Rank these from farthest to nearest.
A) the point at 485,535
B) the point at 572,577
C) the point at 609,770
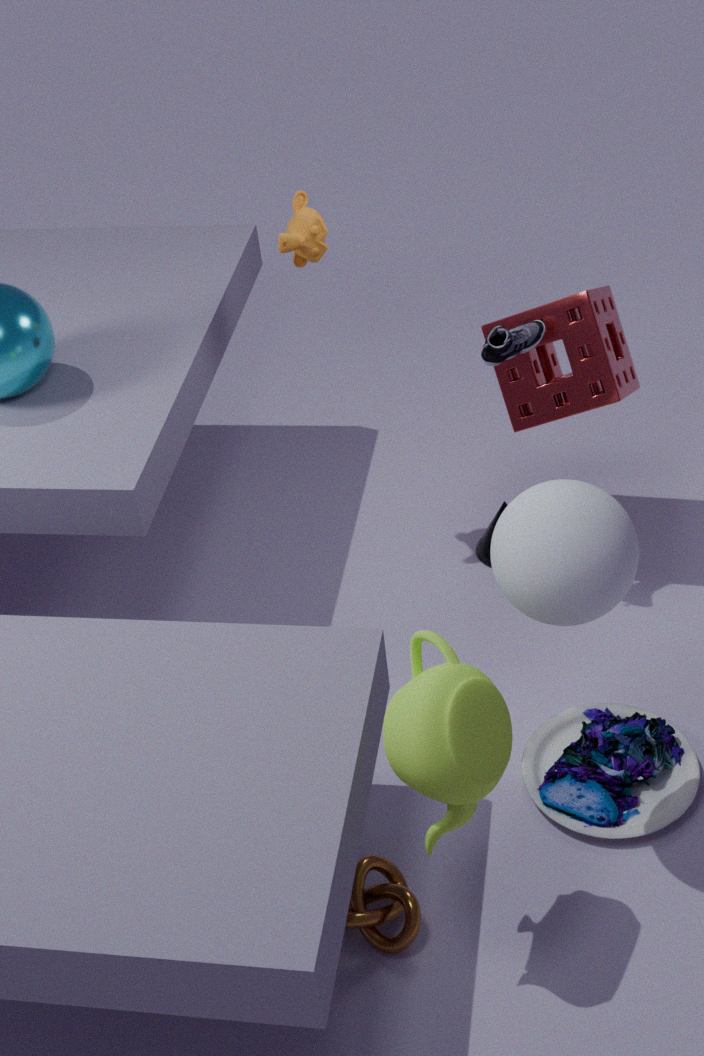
1. the point at 485,535
2. the point at 609,770
3. the point at 572,577
